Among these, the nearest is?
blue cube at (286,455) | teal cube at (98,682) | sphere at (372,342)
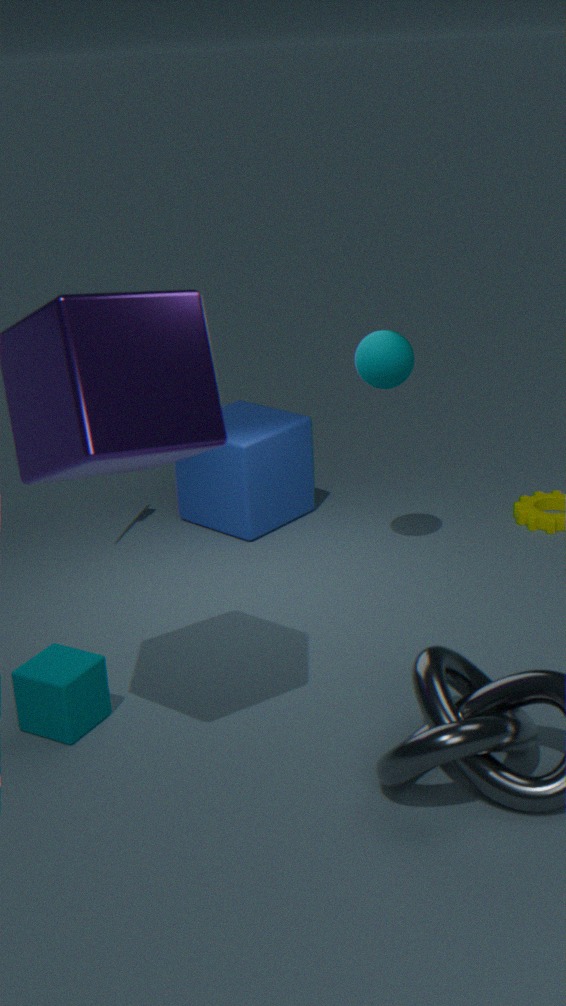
teal cube at (98,682)
